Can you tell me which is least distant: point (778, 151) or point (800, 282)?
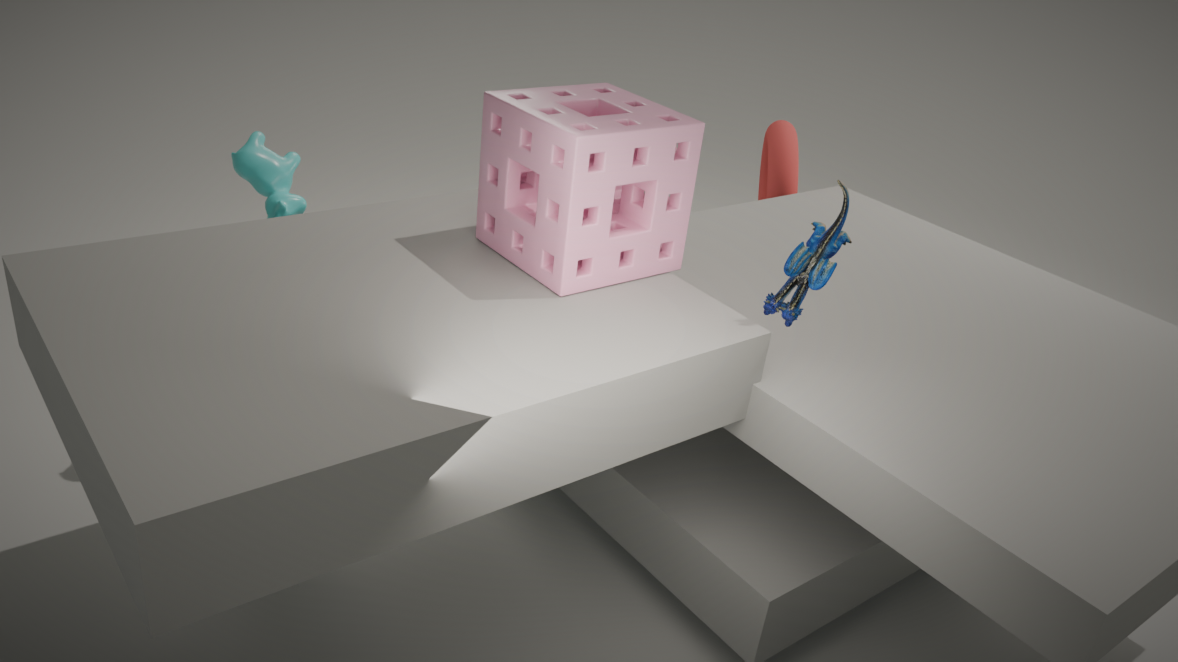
point (800, 282)
